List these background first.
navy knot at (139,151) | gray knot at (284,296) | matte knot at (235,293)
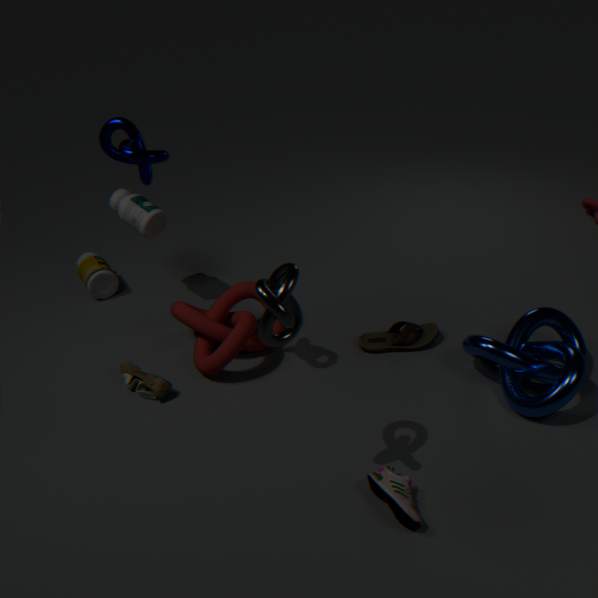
matte knot at (235,293) < navy knot at (139,151) < gray knot at (284,296)
